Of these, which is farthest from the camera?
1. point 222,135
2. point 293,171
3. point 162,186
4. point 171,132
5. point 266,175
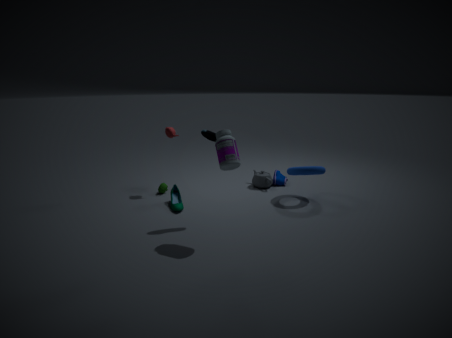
point 266,175
